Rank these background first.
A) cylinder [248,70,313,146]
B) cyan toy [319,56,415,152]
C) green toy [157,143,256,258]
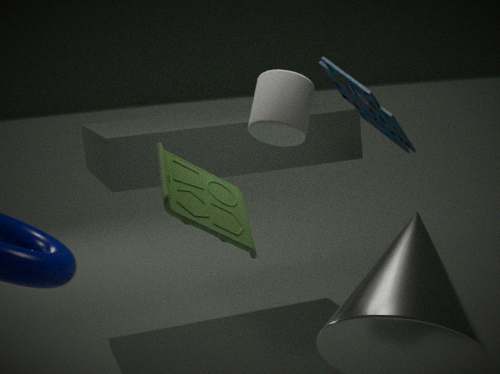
cyan toy [319,56,415,152], cylinder [248,70,313,146], green toy [157,143,256,258]
